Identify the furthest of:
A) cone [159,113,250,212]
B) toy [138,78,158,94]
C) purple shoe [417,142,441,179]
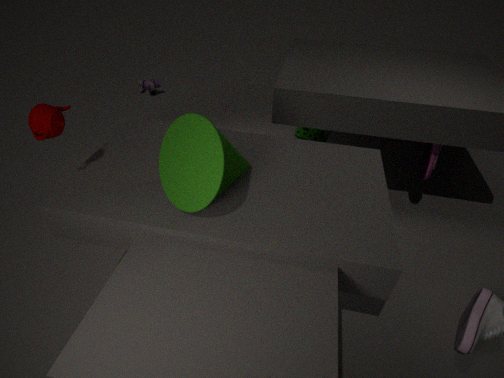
toy [138,78,158,94]
